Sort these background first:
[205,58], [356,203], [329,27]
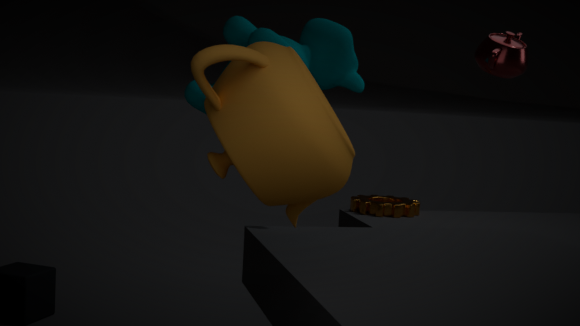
1. [356,203]
2. [329,27]
3. [205,58]
